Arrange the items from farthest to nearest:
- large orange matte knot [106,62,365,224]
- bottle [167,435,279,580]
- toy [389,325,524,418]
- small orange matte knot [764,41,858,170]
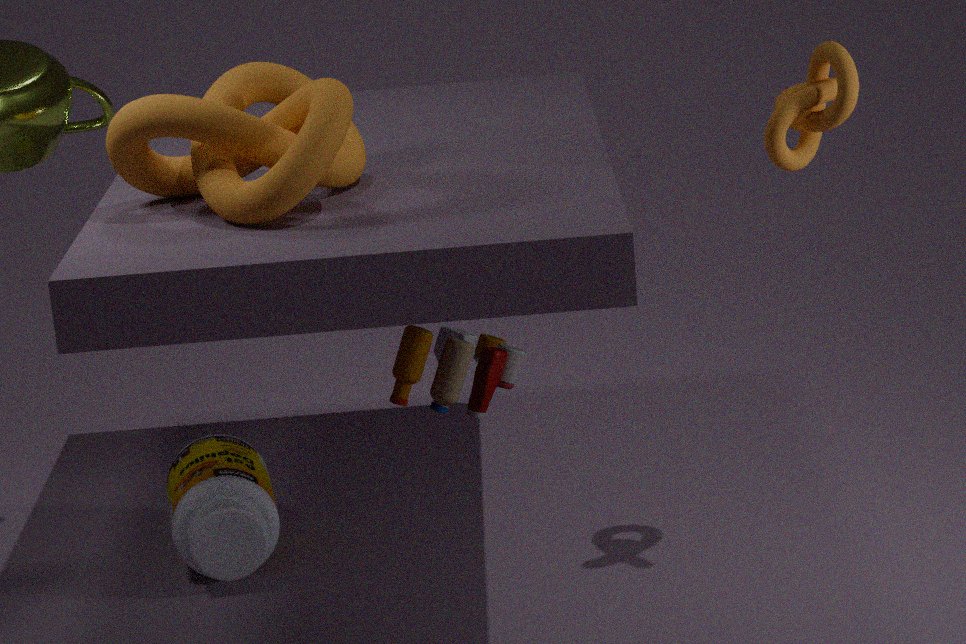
bottle [167,435,279,580], toy [389,325,524,418], small orange matte knot [764,41,858,170], large orange matte knot [106,62,365,224]
